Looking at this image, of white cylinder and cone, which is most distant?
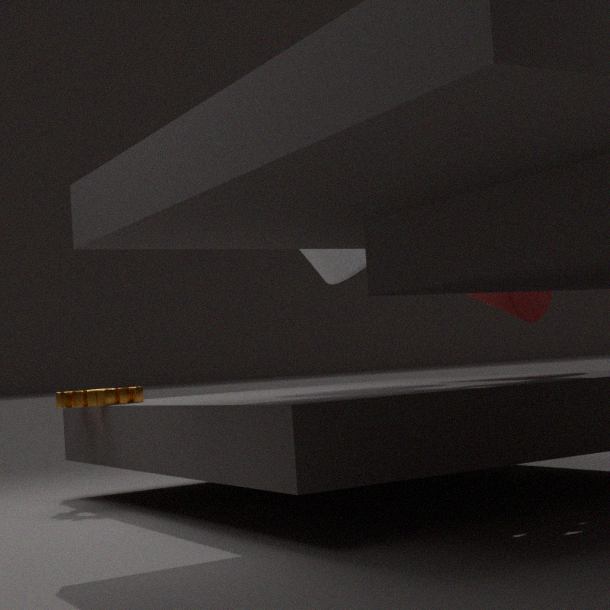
cone
